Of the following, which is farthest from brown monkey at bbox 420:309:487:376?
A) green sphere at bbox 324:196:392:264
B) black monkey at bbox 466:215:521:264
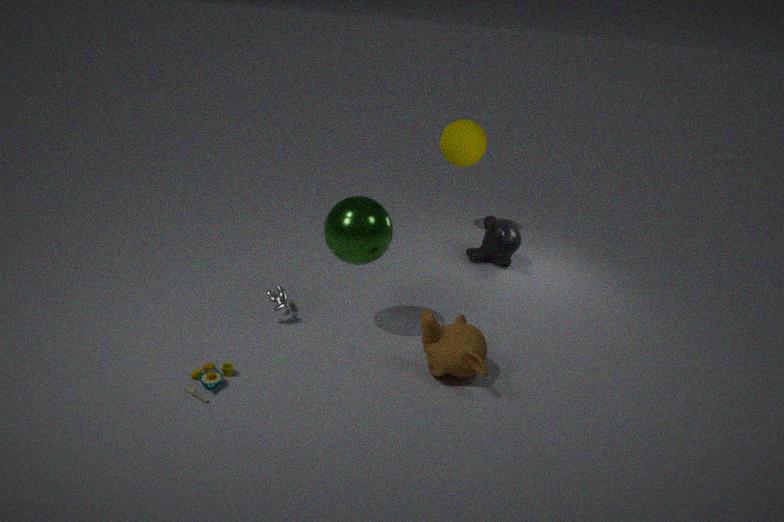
black monkey at bbox 466:215:521:264
